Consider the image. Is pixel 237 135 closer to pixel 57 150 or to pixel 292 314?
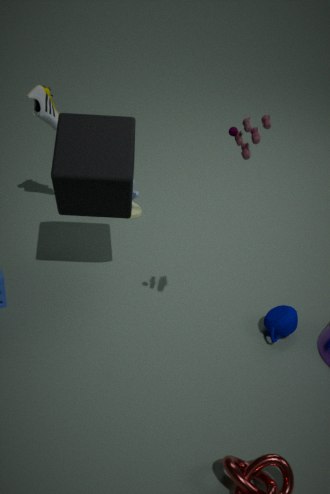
pixel 57 150
